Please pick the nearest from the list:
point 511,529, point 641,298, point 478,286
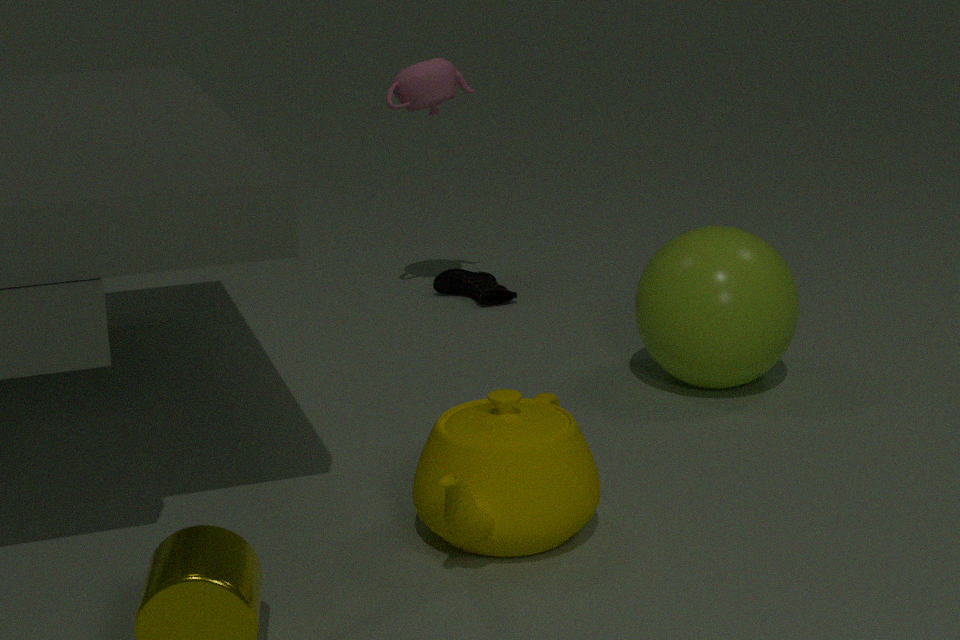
point 511,529
